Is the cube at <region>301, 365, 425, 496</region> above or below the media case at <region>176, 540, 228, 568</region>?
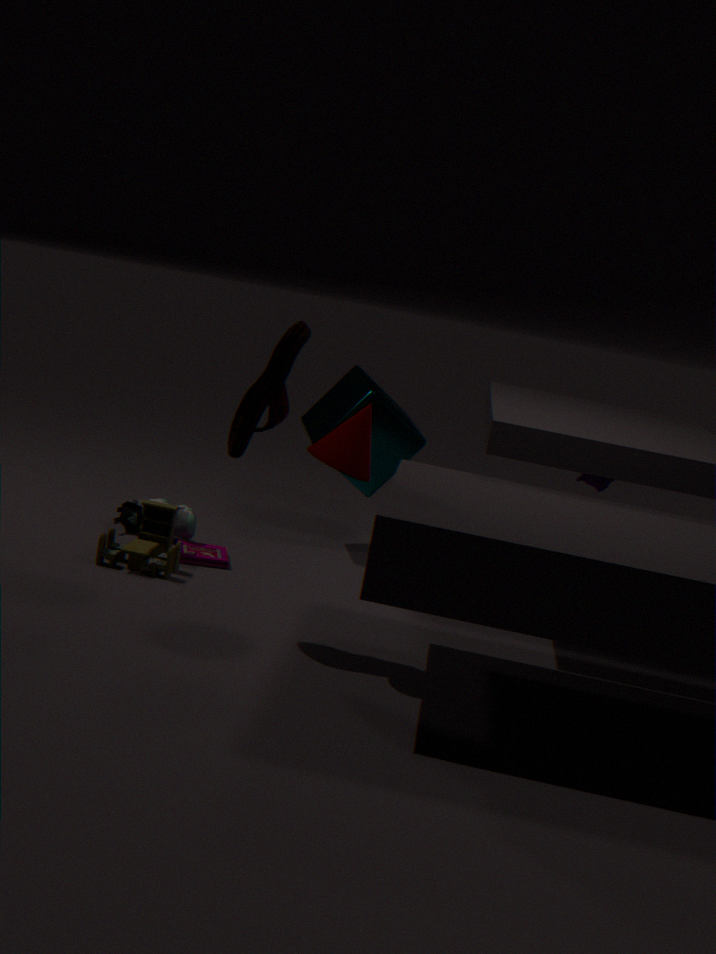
above
